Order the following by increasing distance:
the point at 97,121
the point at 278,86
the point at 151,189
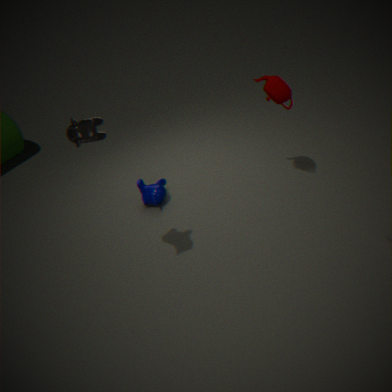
the point at 97,121 → the point at 278,86 → the point at 151,189
